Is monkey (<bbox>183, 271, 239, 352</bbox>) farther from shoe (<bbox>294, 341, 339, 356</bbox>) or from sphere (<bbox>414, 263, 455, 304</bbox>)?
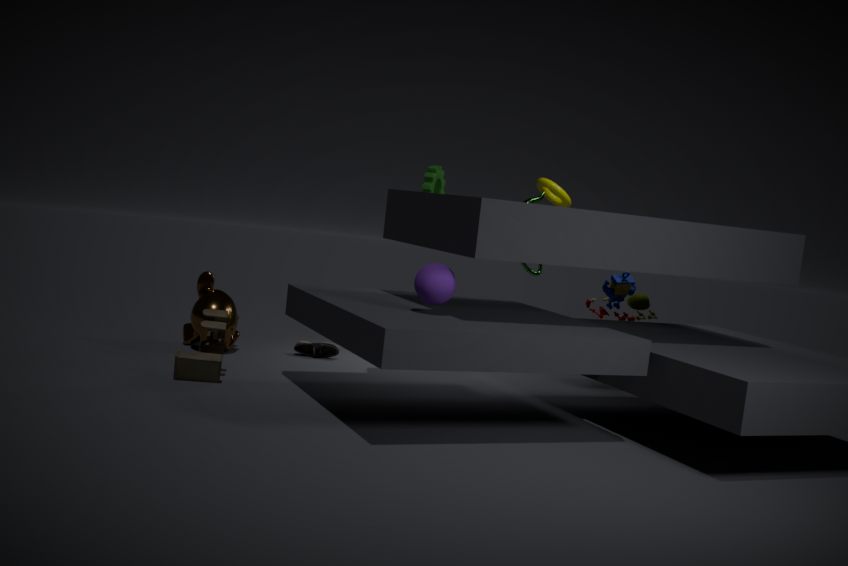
sphere (<bbox>414, 263, 455, 304</bbox>)
